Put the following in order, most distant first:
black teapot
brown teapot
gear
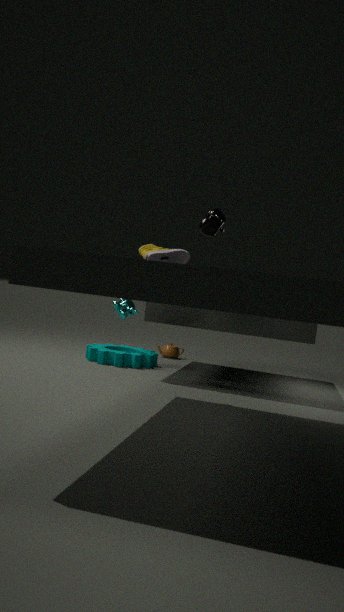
brown teapot
gear
black teapot
